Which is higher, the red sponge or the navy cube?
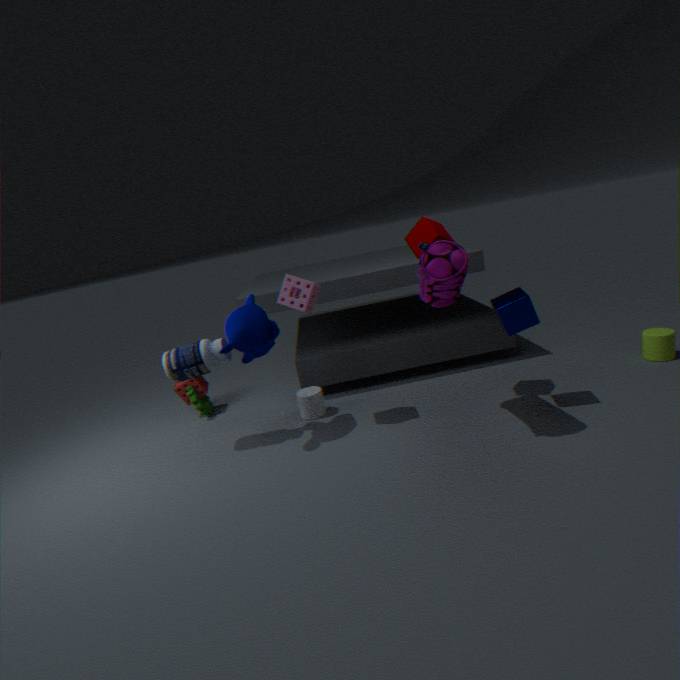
the navy cube
